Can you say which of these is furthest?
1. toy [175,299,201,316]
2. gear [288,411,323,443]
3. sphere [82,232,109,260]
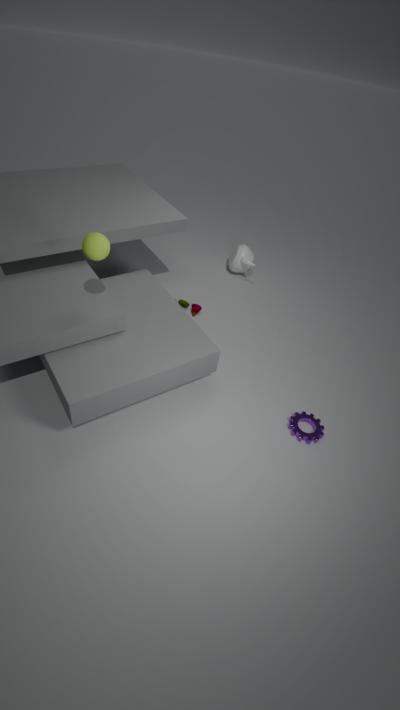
toy [175,299,201,316]
